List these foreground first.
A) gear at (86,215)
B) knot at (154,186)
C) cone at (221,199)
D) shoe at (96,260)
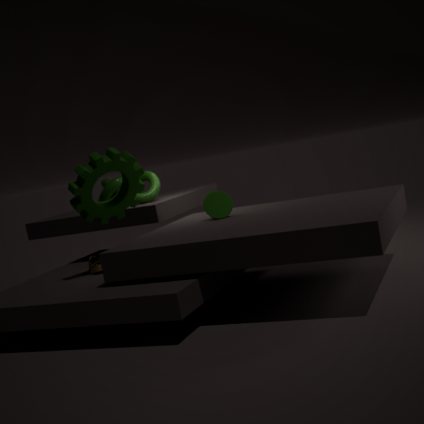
gear at (86,215) < shoe at (96,260) < cone at (221,199) < knot at (154,186)
